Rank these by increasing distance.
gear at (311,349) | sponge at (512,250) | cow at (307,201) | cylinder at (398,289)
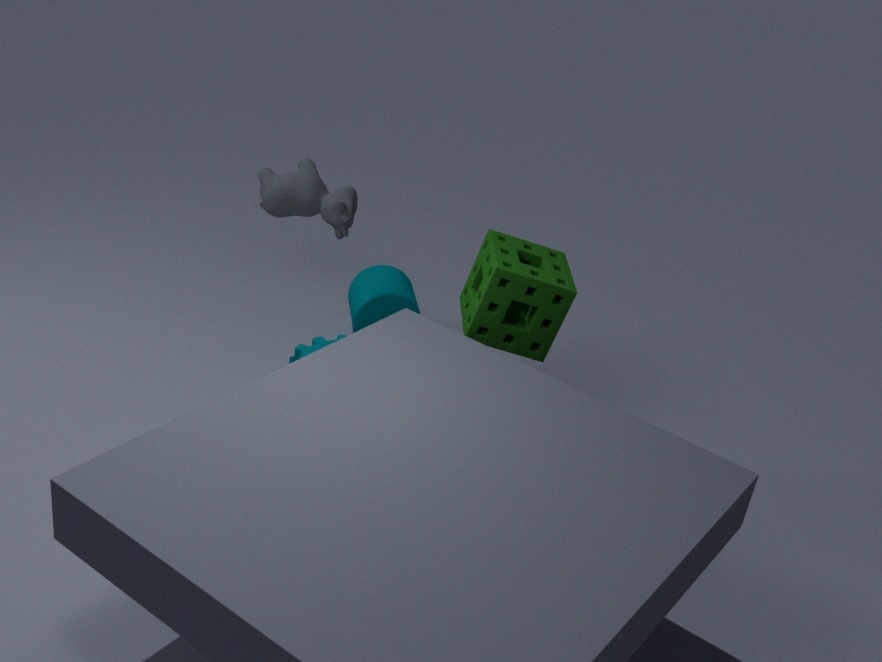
1. sponge at (512,250)
2. cow at (307,201)
3. gear at (311,349)
4. cylinder at (398,289)
